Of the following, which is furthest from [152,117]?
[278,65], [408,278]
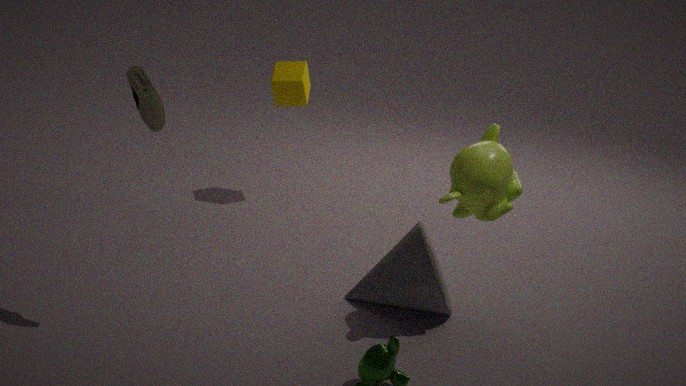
[278,65]
